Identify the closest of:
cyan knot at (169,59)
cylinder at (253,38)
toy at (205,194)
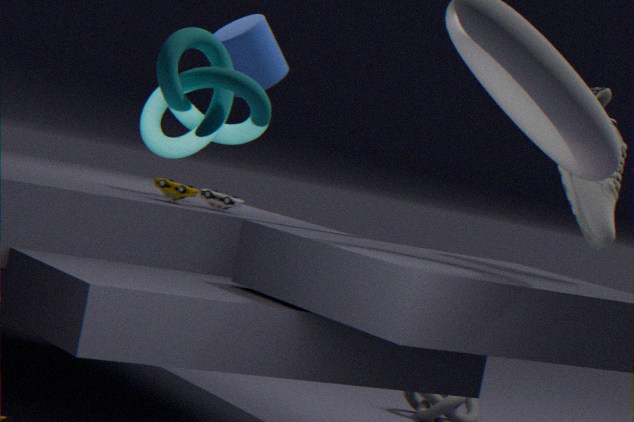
cyan knot at (169,59)
